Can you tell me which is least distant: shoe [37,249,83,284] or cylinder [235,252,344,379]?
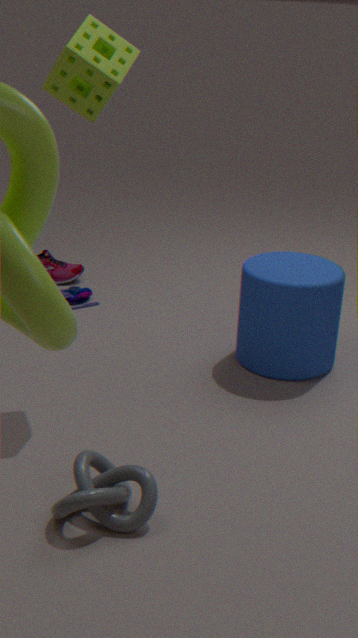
cylinder [235,252,344,379]
